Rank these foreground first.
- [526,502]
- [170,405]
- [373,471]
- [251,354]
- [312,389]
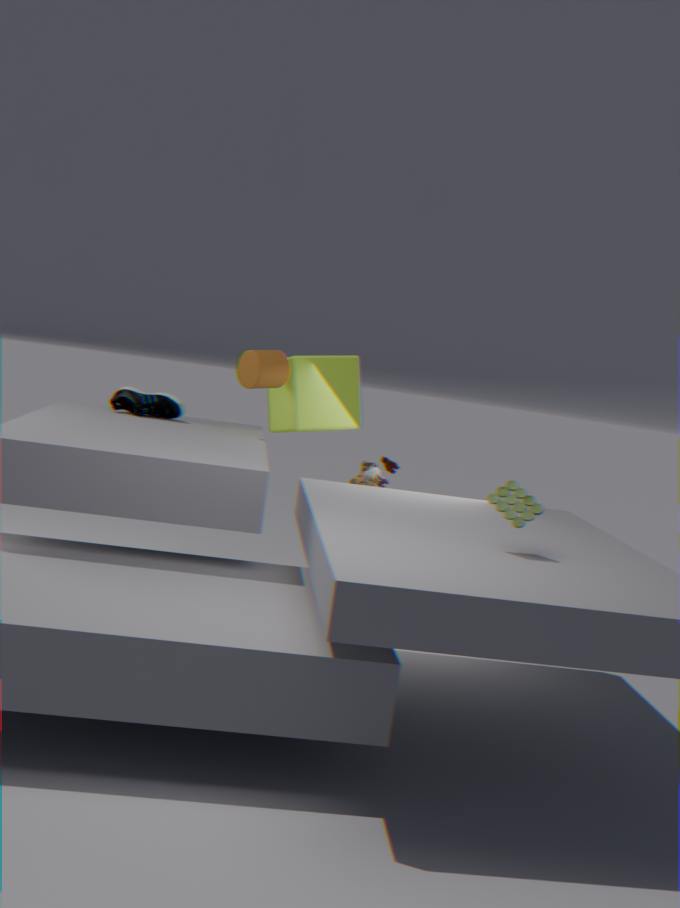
[526,502] < [251,354] < [312,389] < [373,471] < [170,405]
